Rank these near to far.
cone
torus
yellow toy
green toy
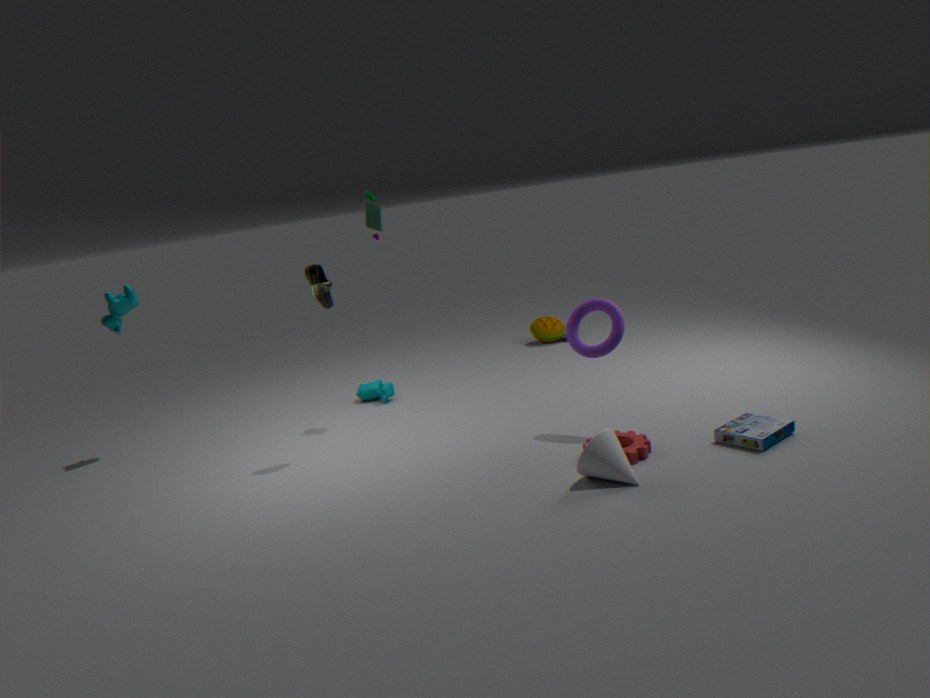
cone < torus < green toy < yellow toy
